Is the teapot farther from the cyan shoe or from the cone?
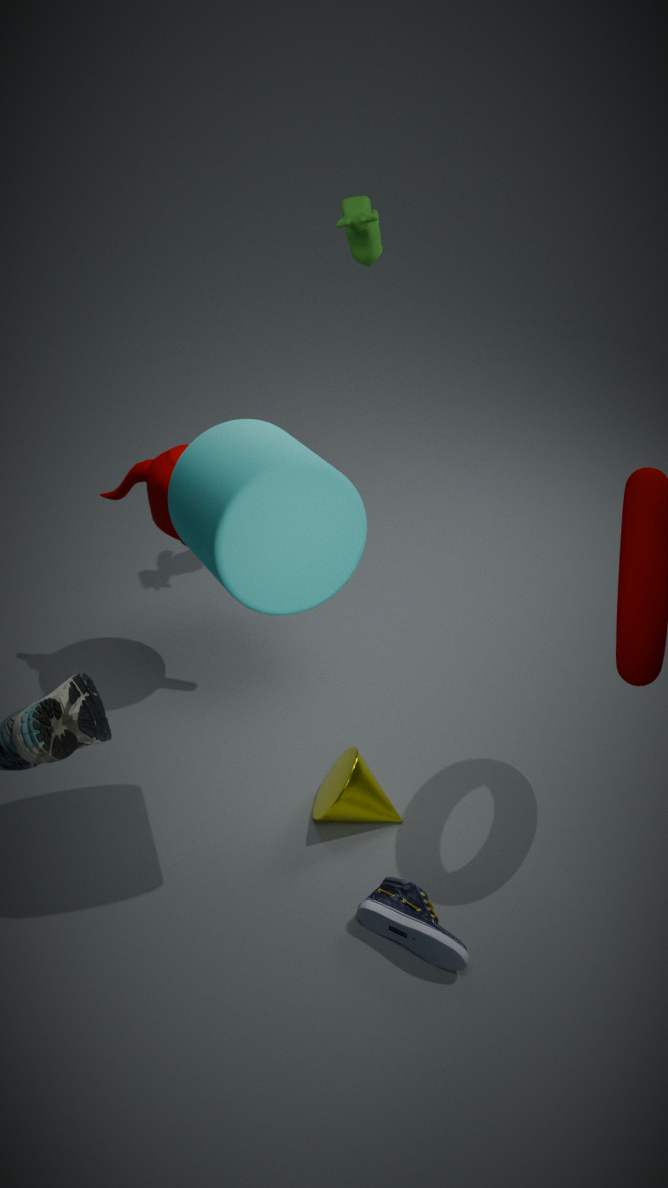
the cyan shoe
